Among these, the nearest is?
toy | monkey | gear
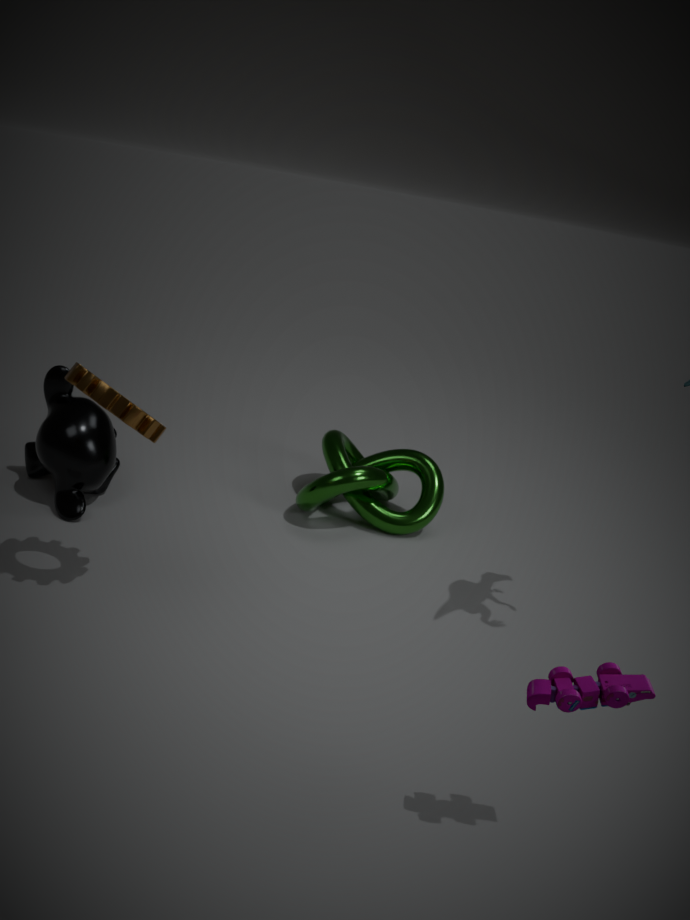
toy
